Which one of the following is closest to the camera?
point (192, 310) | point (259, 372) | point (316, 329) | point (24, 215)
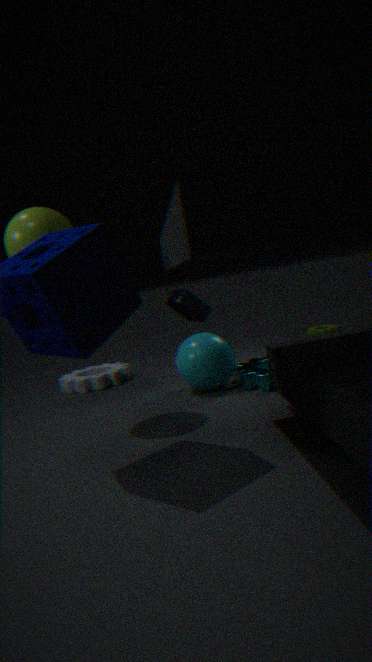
point (24, 215)
